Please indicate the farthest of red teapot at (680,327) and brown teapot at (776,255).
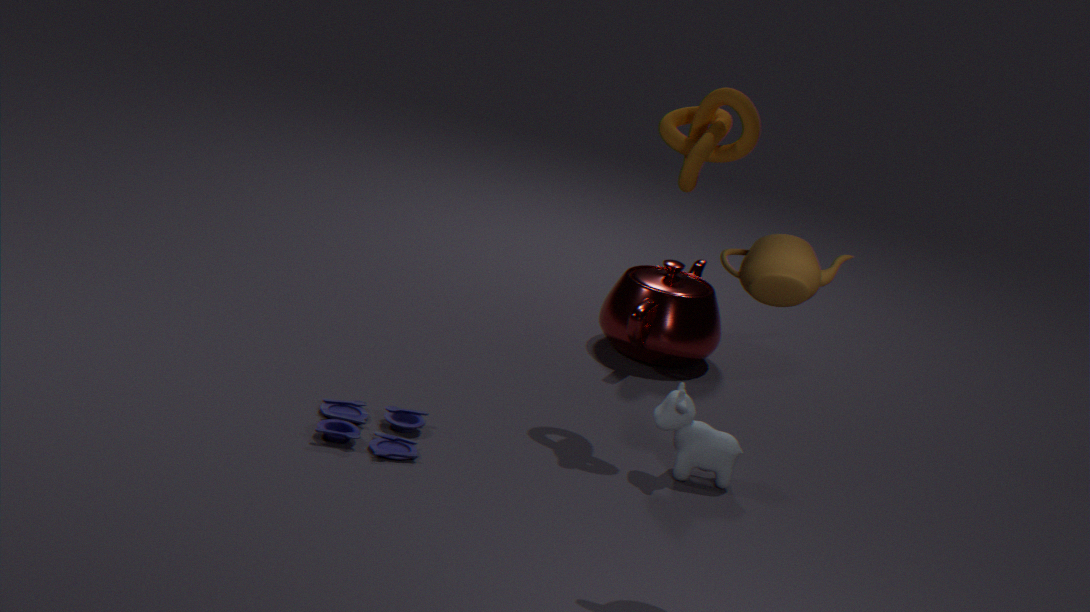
red teapot at (680,327)
